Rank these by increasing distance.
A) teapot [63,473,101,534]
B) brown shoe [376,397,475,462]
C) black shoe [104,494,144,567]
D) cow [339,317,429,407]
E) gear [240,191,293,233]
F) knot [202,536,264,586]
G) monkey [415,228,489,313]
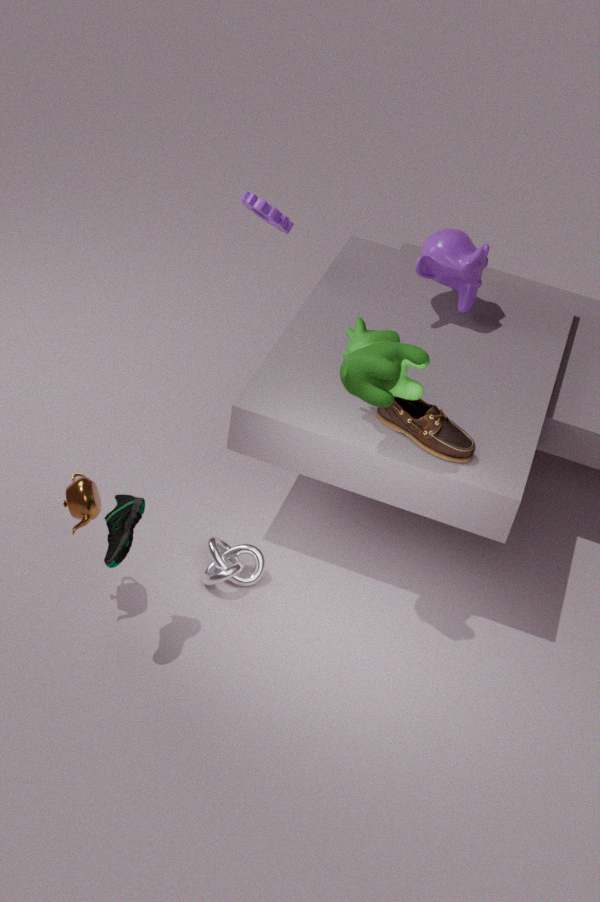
cow [339,317,429,407], black shoe [104,494,144,567], teapot [63,473,101,534], brown shoe [376,397,475,462], knot [202,536,264,586], monkey [415,228,489,313], gear [240,191,293,233]
